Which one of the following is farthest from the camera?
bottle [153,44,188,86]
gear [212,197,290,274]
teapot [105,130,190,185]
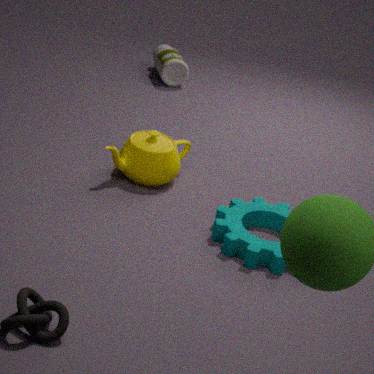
bottle [153,44,188,86]
